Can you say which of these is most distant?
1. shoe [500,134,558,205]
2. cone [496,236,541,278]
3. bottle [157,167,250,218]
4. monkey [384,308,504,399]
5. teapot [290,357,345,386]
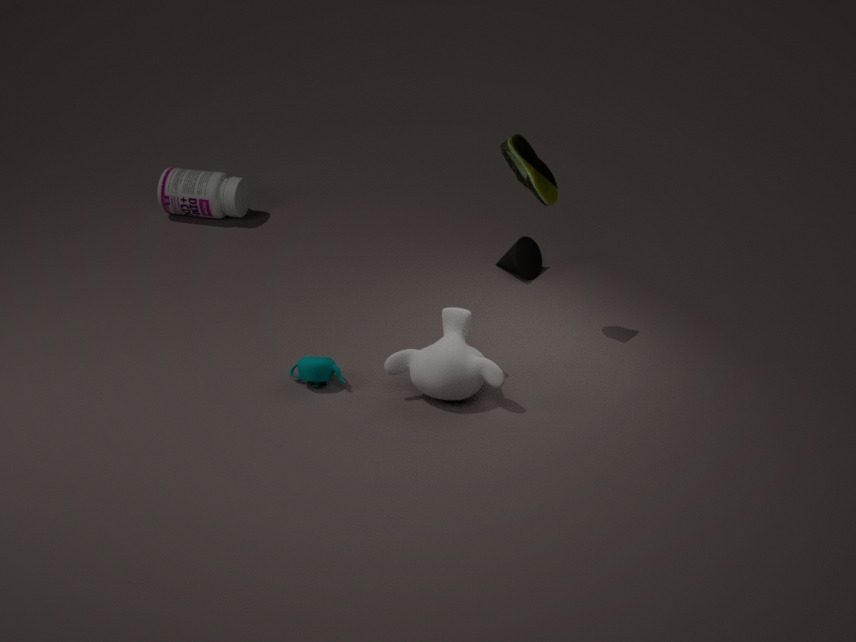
bottle [157,167,250,218]
